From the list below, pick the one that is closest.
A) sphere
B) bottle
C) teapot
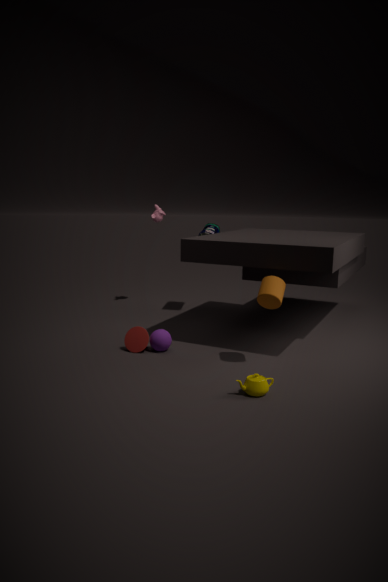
teapot
